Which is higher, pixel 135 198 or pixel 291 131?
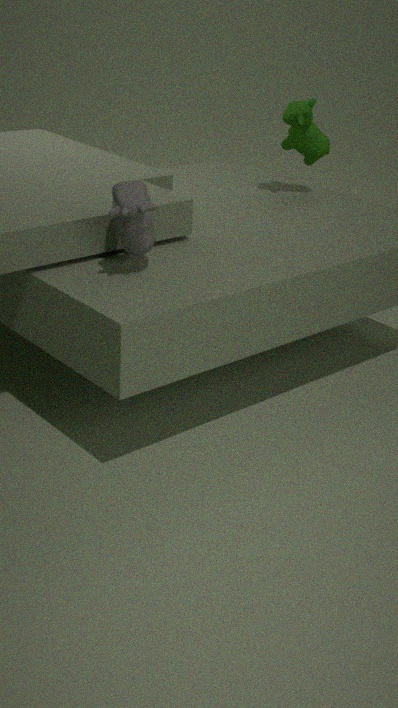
pixel 291 131
